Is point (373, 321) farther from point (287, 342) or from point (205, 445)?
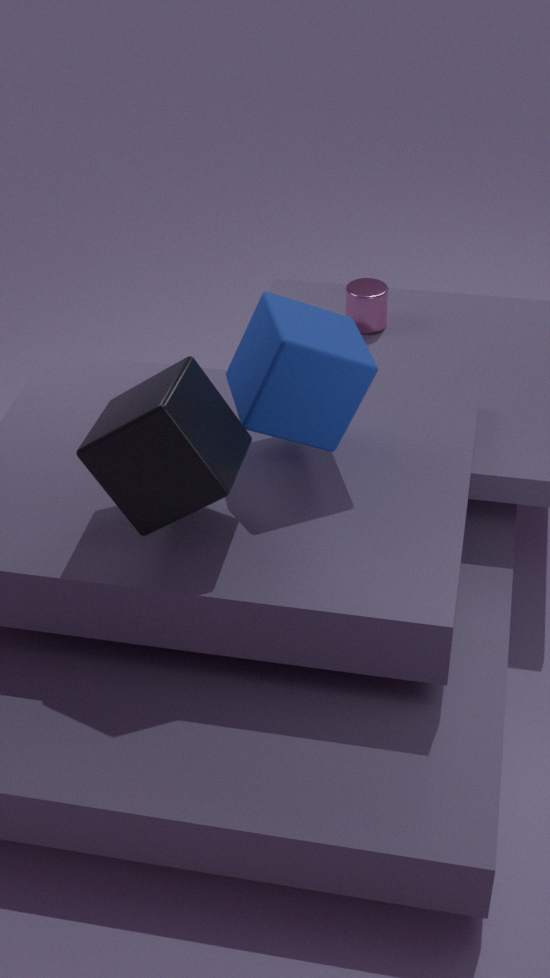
point (205, 445)
